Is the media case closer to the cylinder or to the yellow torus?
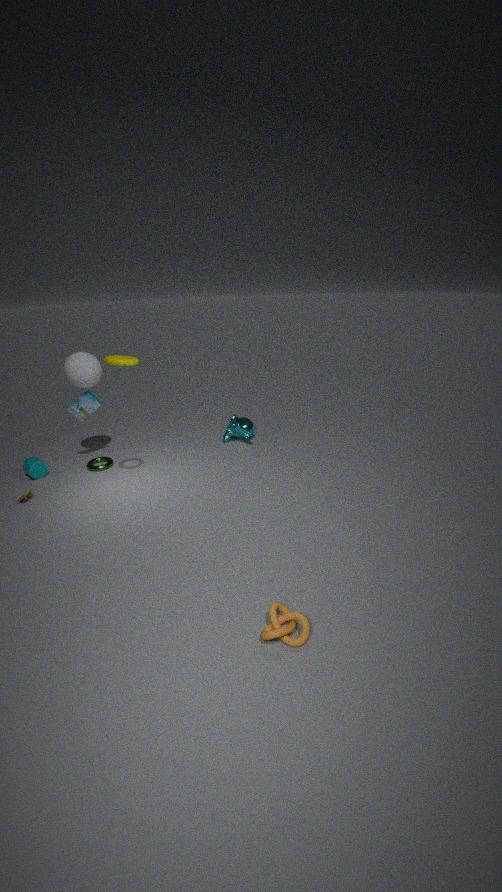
the cylinder
